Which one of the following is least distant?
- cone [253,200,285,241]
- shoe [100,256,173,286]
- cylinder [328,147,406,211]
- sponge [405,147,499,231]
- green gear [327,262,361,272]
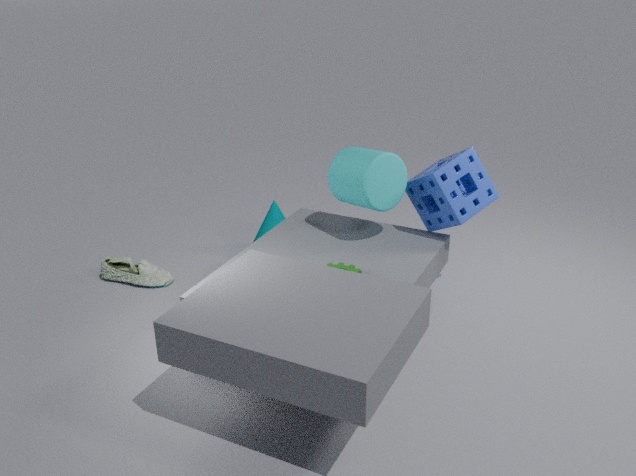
green gear [327,262,361,272]
